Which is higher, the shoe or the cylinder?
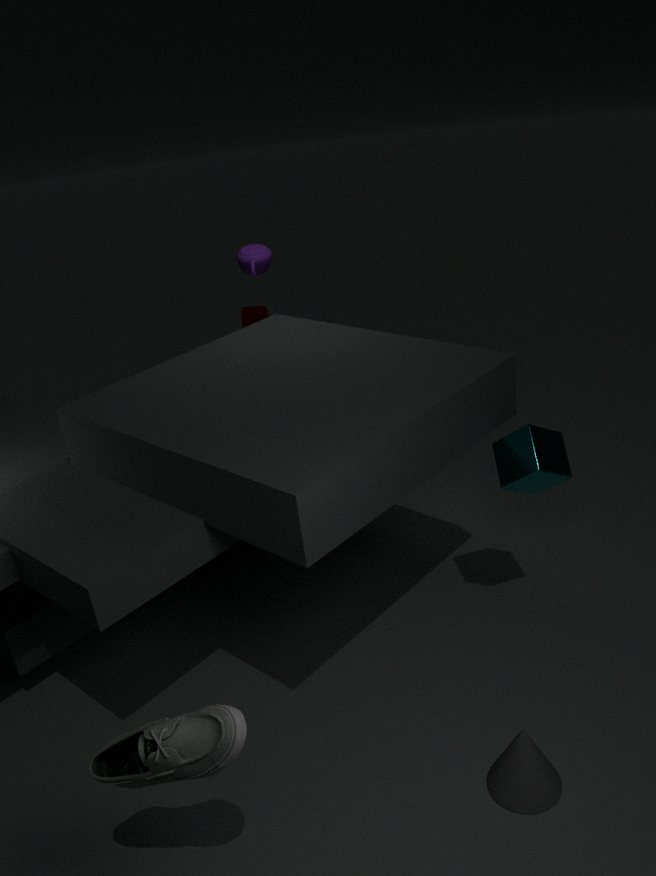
the shoe
